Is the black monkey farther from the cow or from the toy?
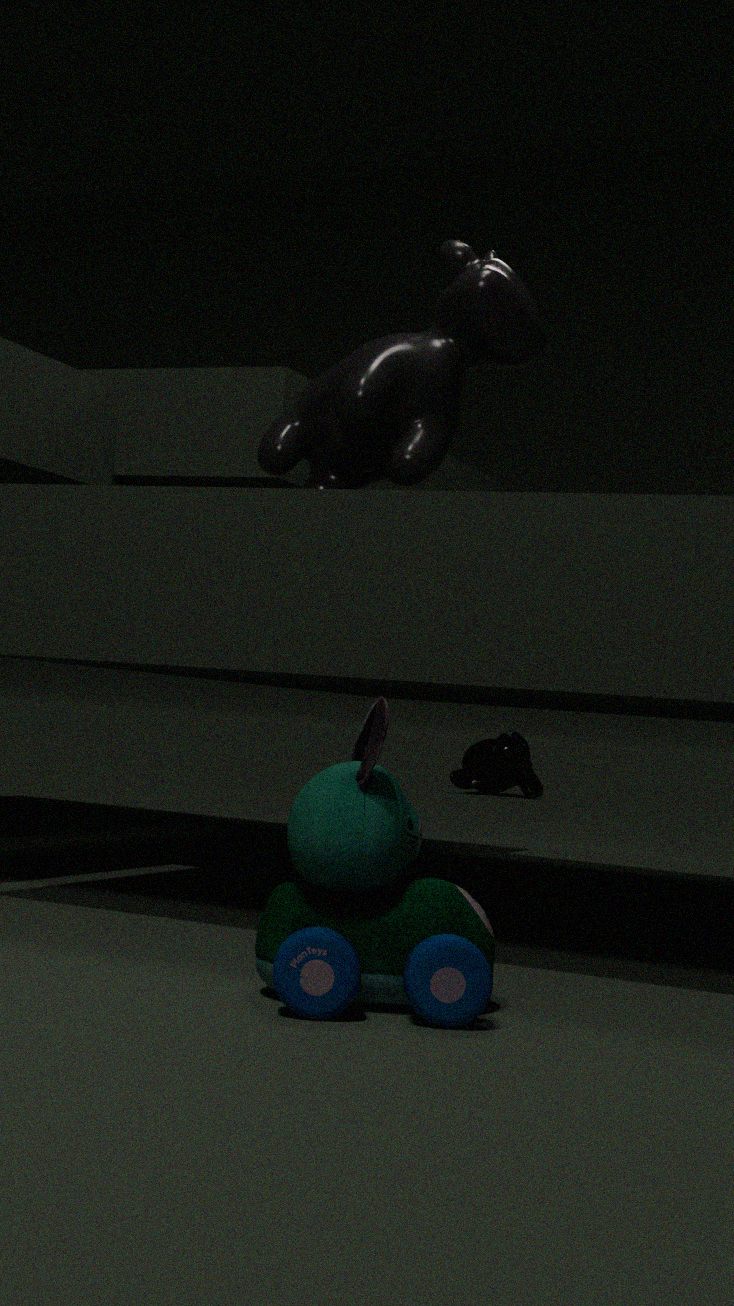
the toy
